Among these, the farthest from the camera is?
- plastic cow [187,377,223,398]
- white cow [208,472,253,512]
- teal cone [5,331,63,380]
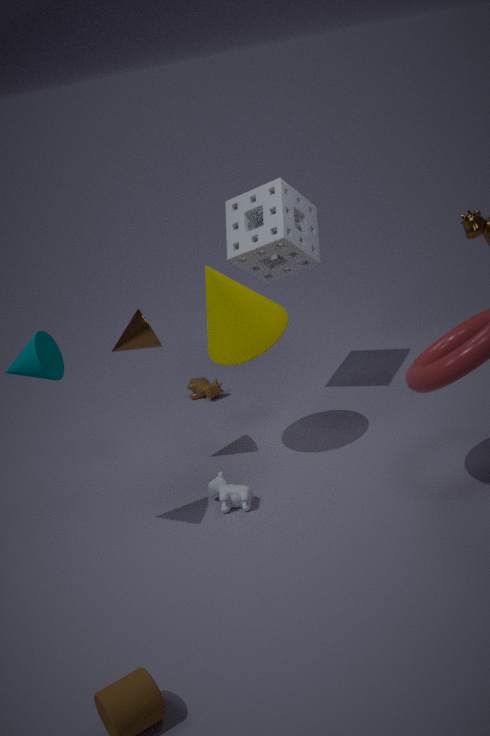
plastic cow [187,377,223,398]
